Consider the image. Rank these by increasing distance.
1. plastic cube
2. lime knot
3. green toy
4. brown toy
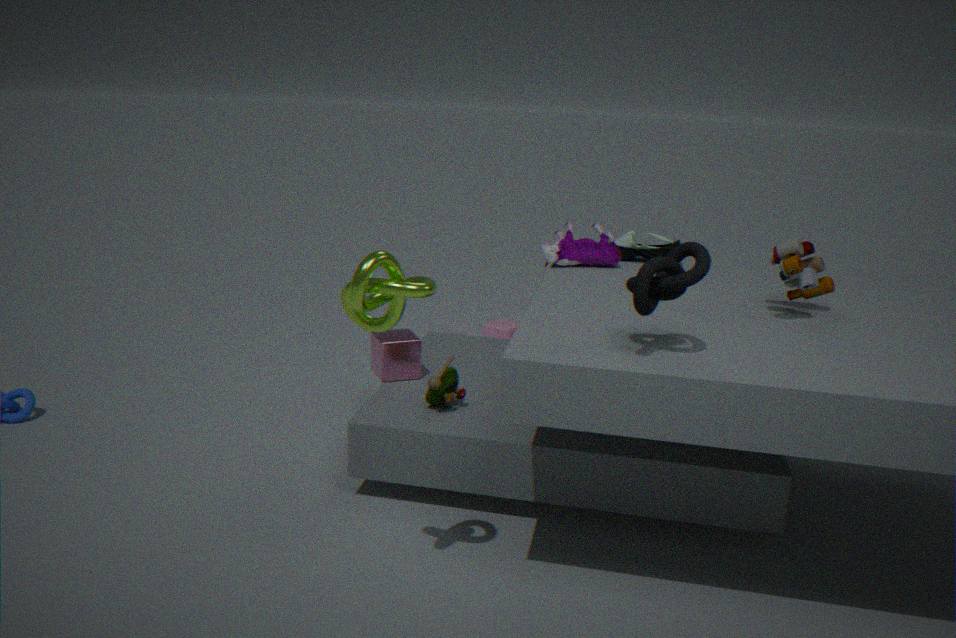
lime knot
brown toy
green toy
plastic cube
